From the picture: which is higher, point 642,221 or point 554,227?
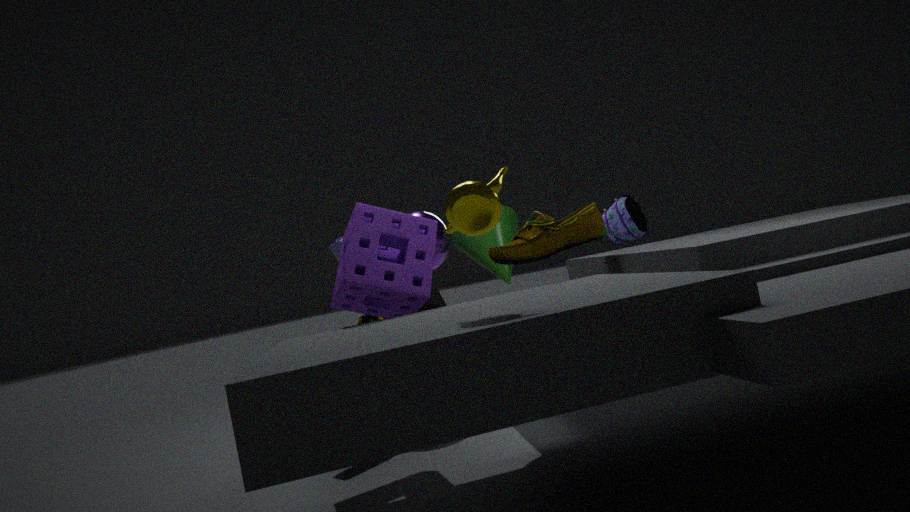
point 642,221
